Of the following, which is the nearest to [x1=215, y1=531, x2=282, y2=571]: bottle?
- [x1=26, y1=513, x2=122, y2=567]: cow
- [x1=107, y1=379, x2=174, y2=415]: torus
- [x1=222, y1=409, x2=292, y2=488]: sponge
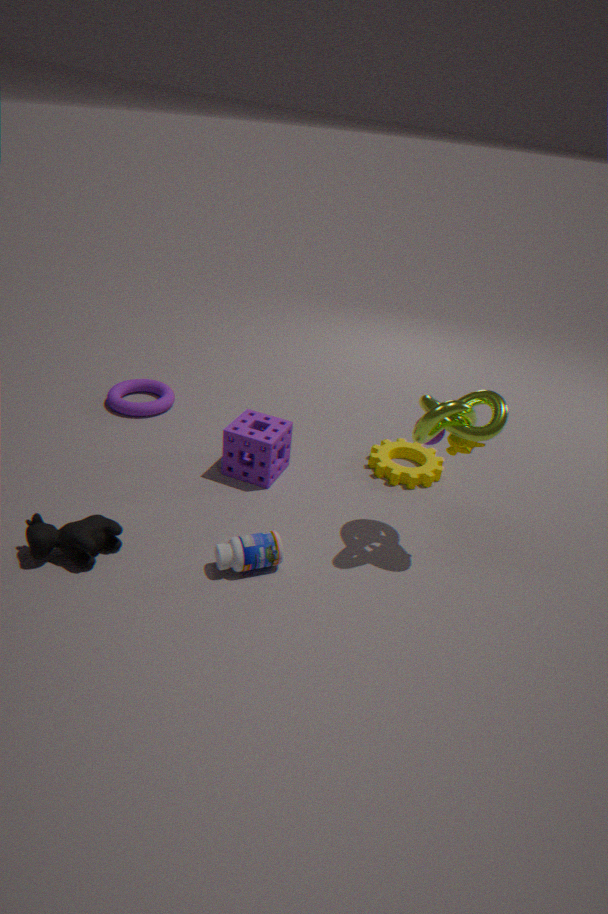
[x1=26, y1=513, x2=122, y2=567]: cow
